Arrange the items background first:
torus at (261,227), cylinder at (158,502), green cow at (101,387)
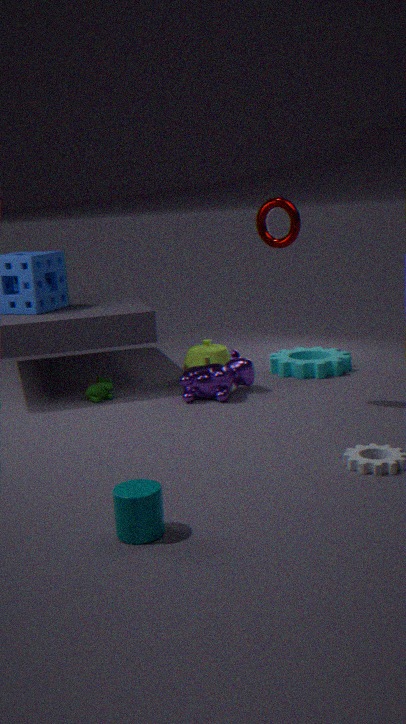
1. green cow at (101,387)
2. torus at (261,227)
3. cylinder at (158,502)
